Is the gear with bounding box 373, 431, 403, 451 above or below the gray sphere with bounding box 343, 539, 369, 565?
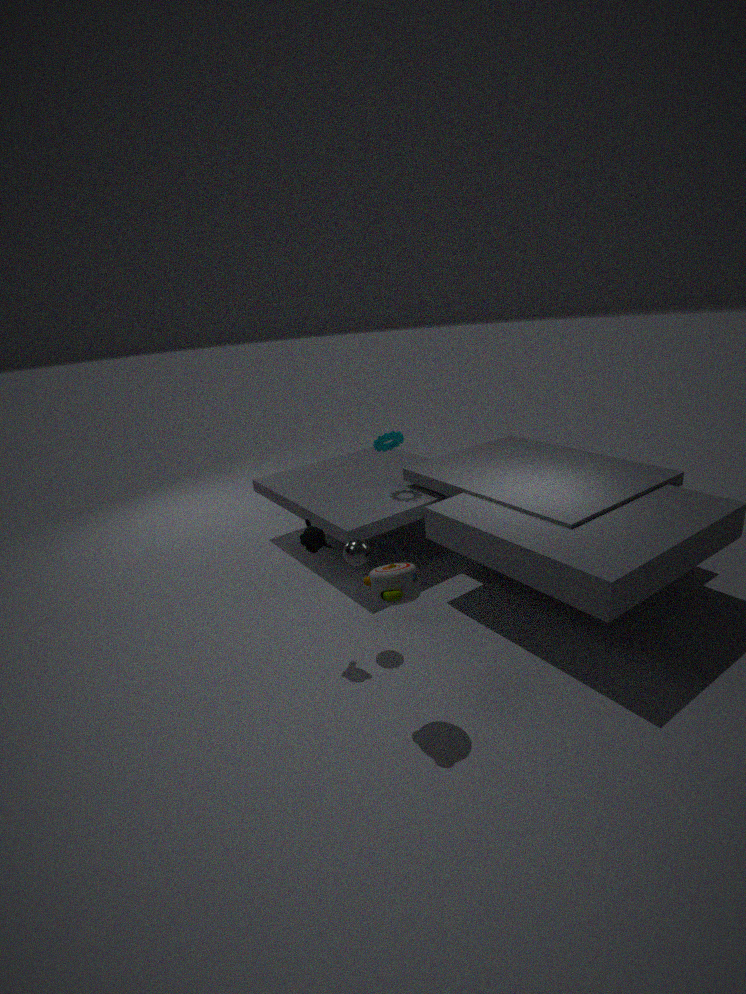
above
